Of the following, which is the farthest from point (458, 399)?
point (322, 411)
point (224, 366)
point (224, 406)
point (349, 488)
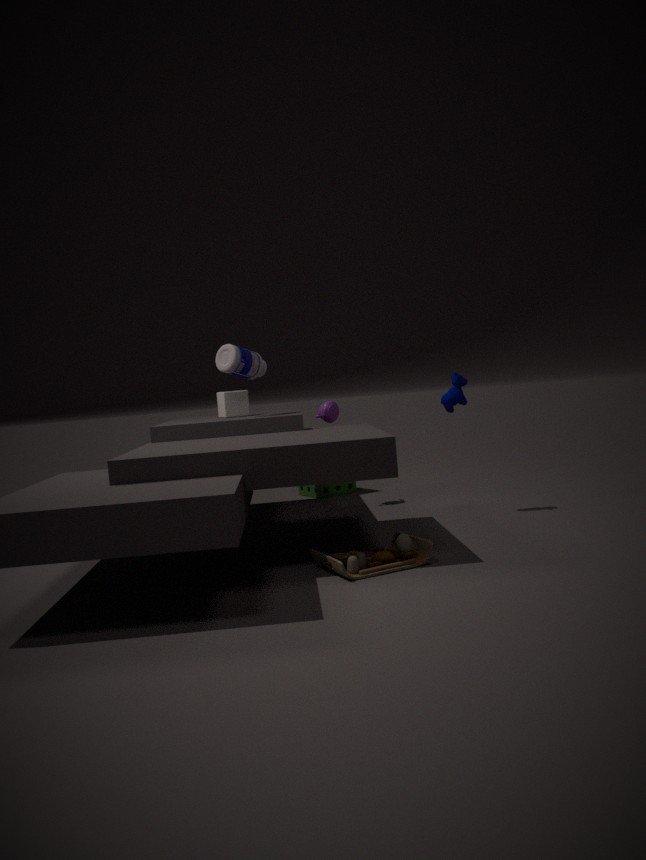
point (349, 488)
